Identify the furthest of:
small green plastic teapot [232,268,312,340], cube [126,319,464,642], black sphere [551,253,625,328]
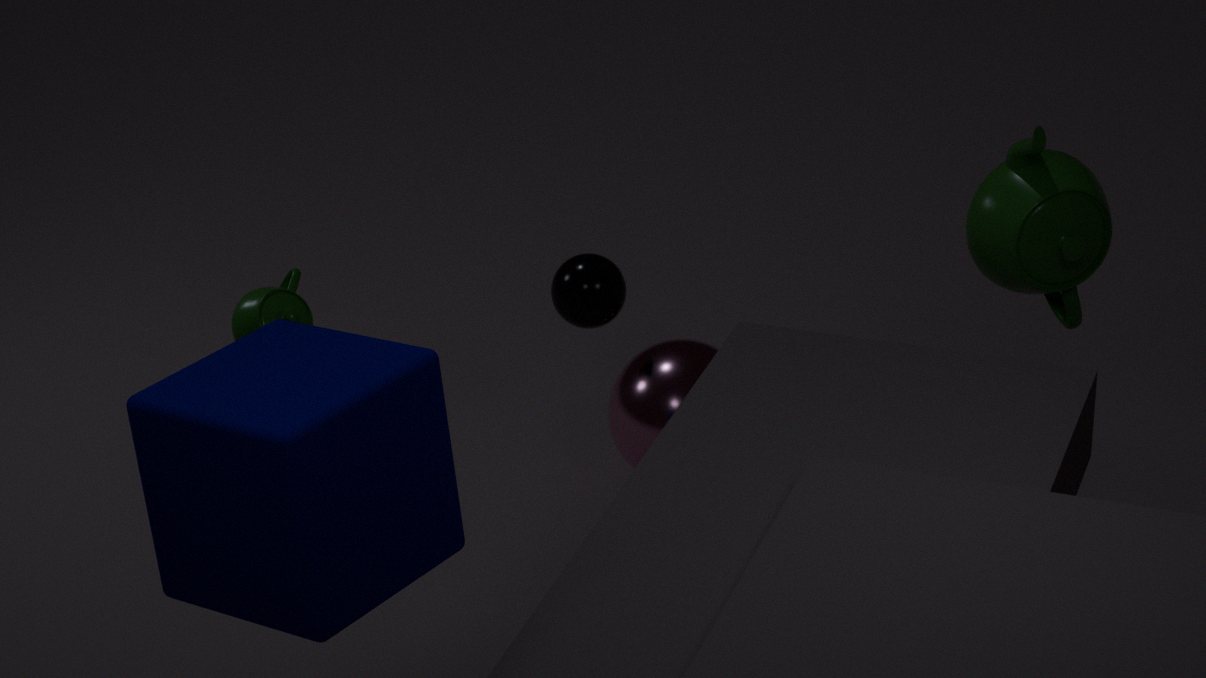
black sphere [551,253,625,328]
